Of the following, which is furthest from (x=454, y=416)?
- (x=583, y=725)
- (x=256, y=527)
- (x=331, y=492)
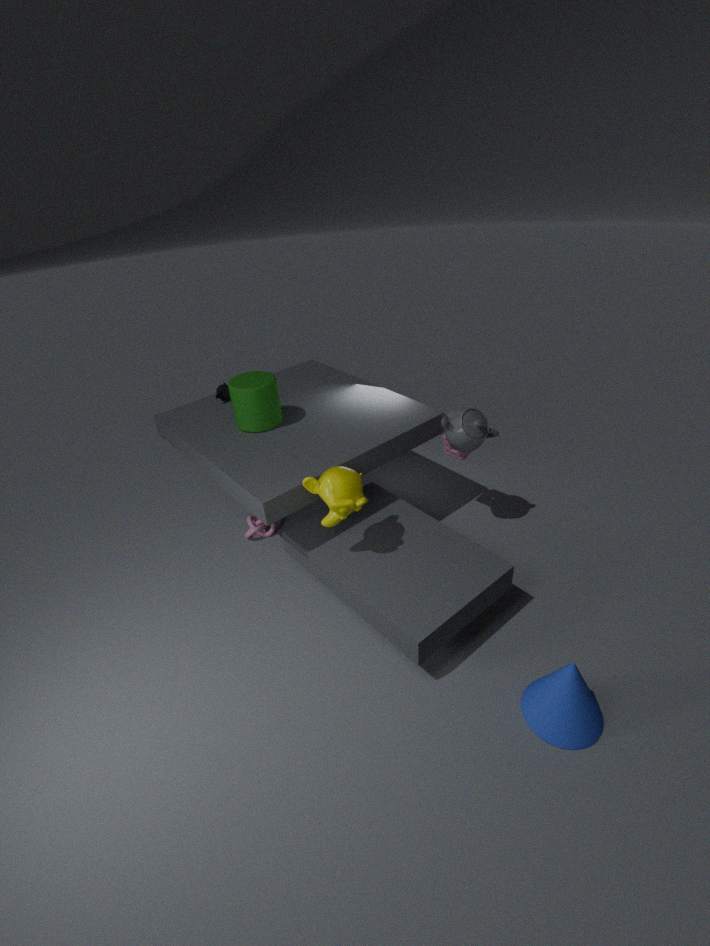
(x=256, y=527)
